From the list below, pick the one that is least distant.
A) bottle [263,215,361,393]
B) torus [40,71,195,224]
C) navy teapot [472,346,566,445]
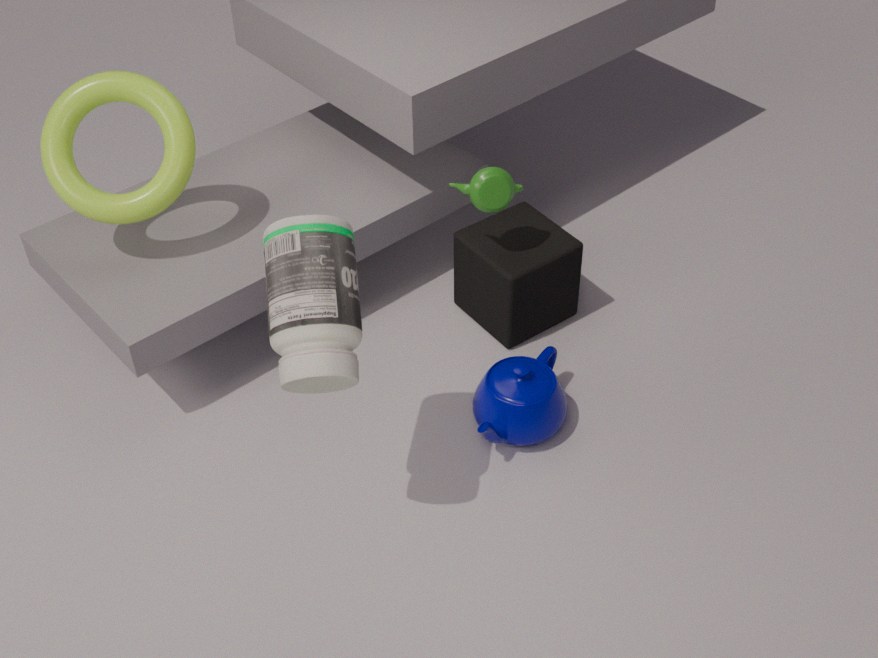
bottle [263,215,361,393]
